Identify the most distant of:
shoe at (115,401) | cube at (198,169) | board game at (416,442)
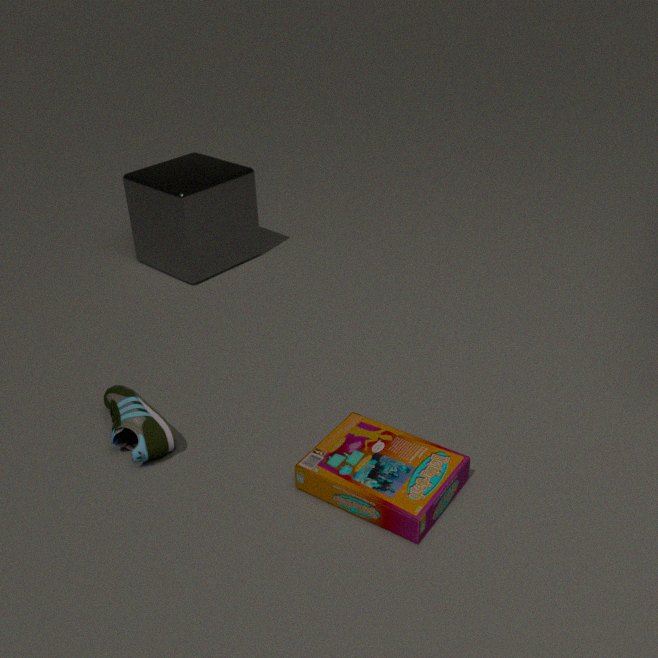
cube at (198,169)
